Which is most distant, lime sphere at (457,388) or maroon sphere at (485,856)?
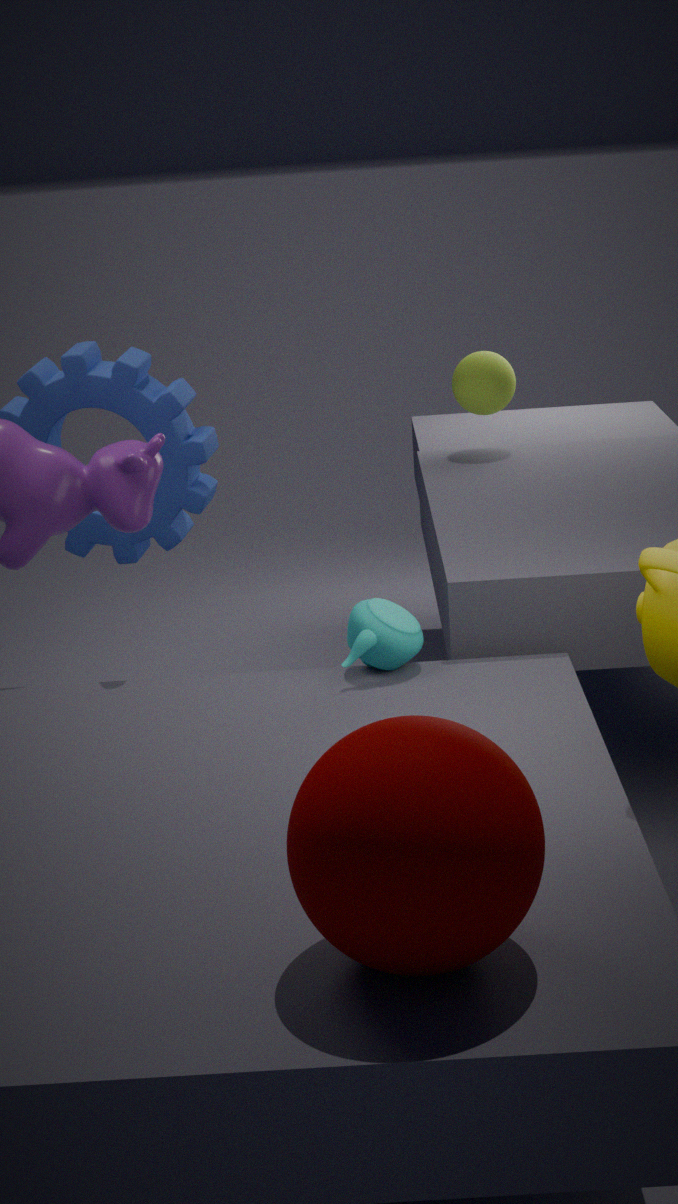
lime sphere at (457,388)
